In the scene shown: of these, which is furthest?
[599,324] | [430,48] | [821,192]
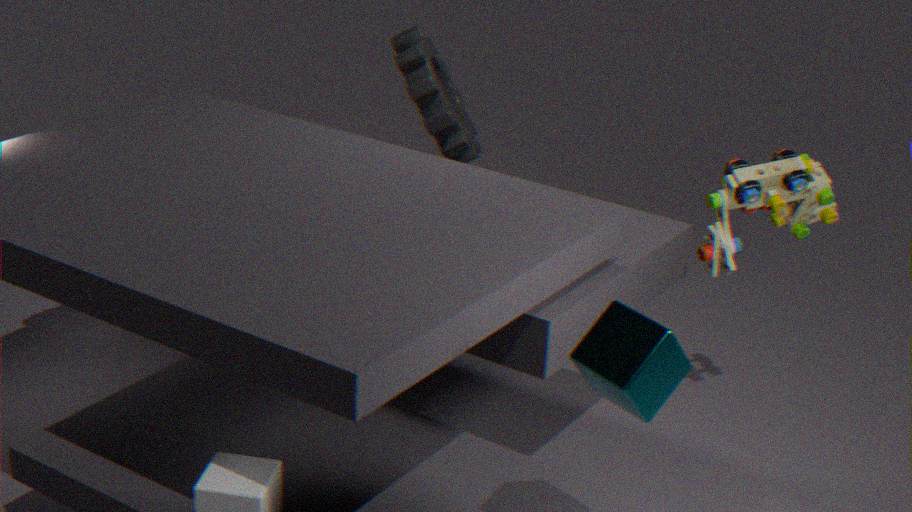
[430,48]
